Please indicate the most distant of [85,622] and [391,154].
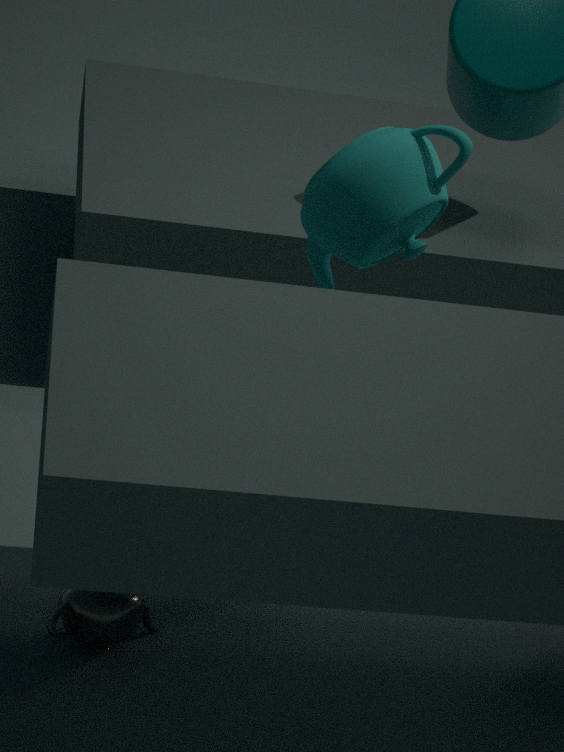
[391,154]
